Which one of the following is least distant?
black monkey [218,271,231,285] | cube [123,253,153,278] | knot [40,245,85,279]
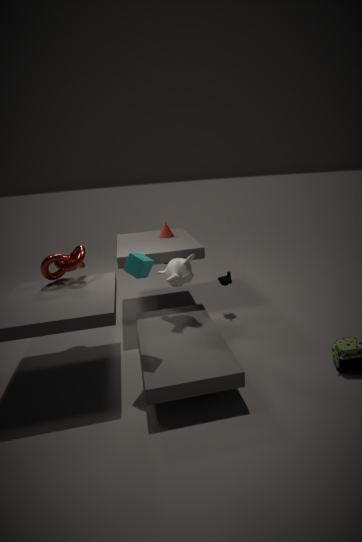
cube [123,253,153,278]
